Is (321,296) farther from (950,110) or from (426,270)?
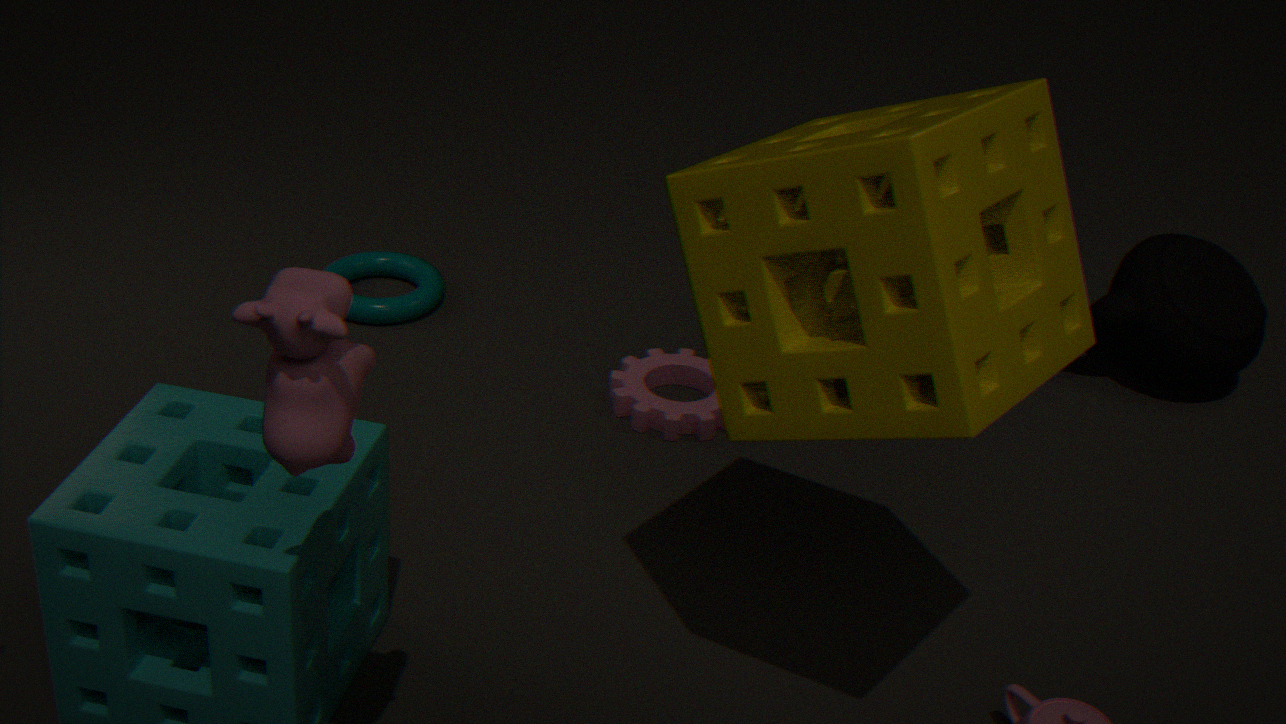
(426,270)
